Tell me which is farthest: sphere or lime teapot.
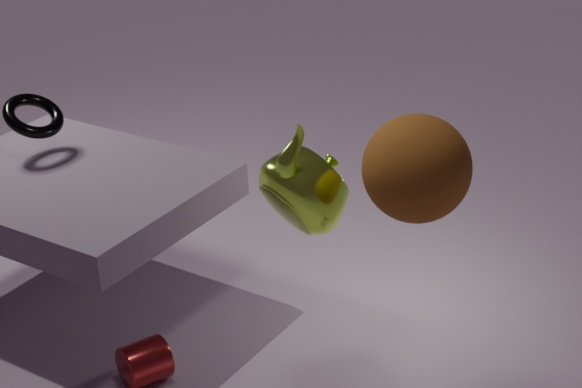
lime teapot
